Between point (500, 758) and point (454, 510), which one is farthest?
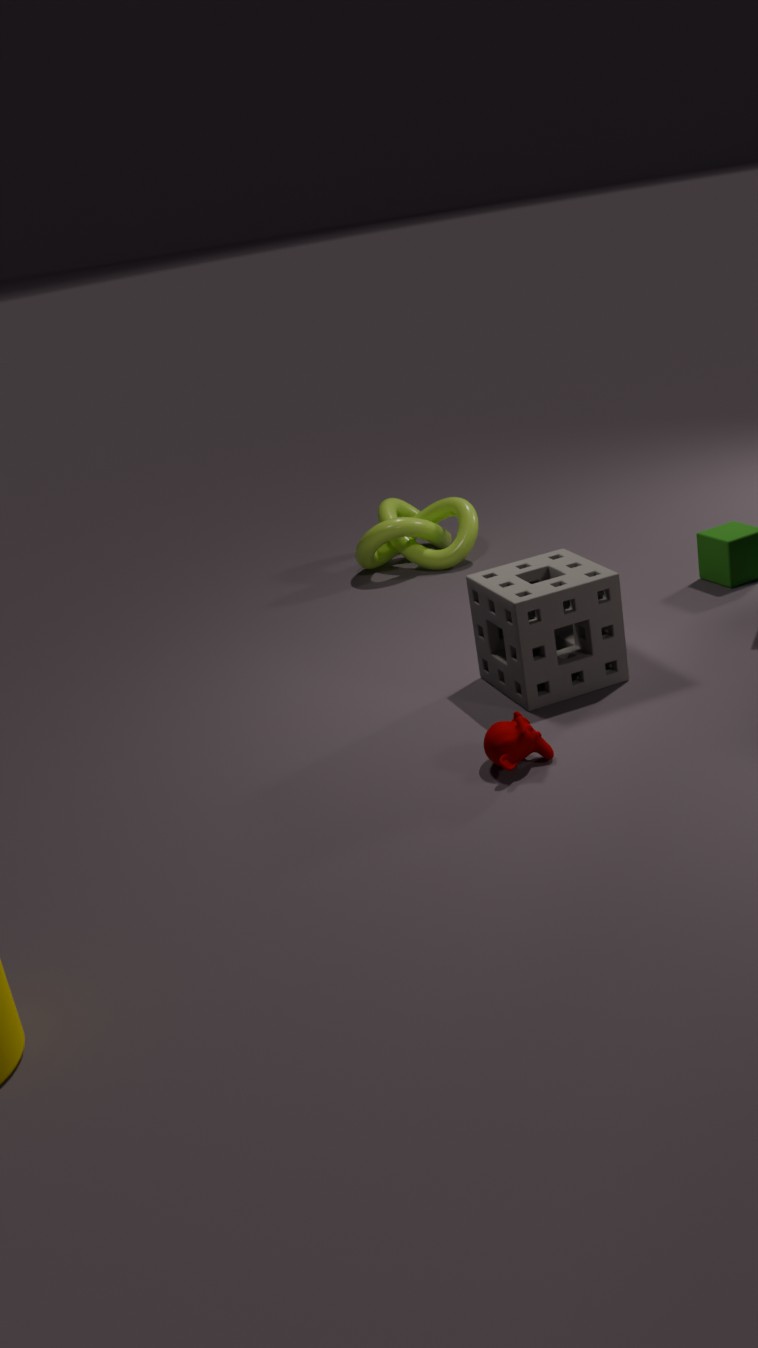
point (454, 510)
